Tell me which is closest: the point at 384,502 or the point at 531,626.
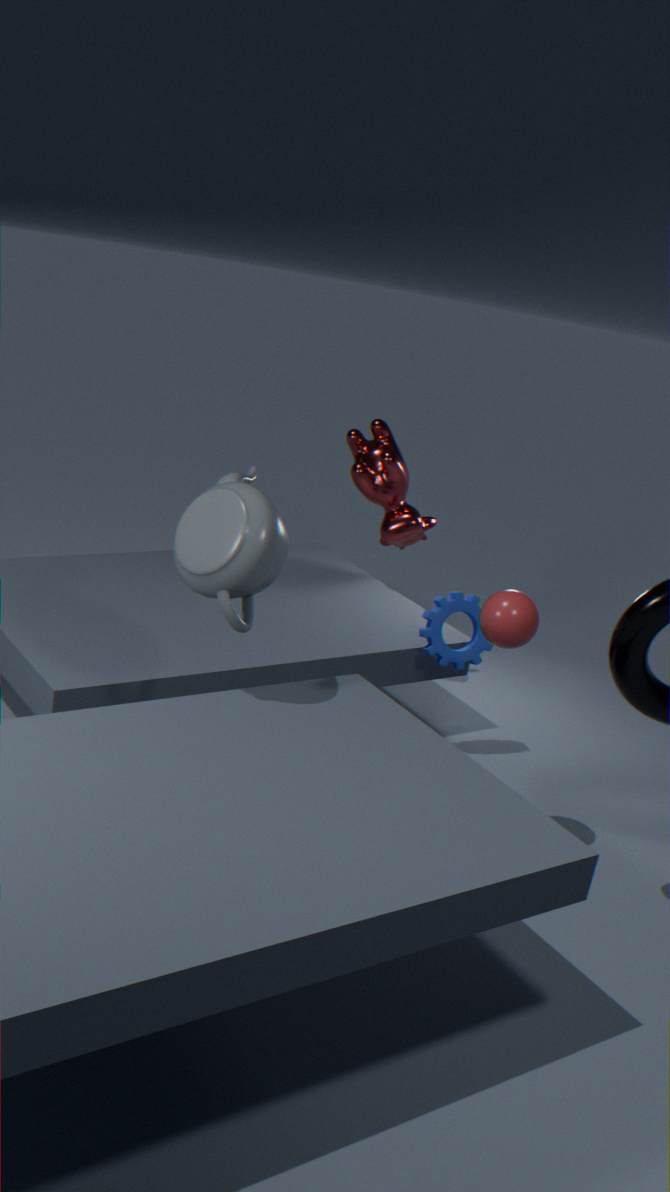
the point at 531,626
